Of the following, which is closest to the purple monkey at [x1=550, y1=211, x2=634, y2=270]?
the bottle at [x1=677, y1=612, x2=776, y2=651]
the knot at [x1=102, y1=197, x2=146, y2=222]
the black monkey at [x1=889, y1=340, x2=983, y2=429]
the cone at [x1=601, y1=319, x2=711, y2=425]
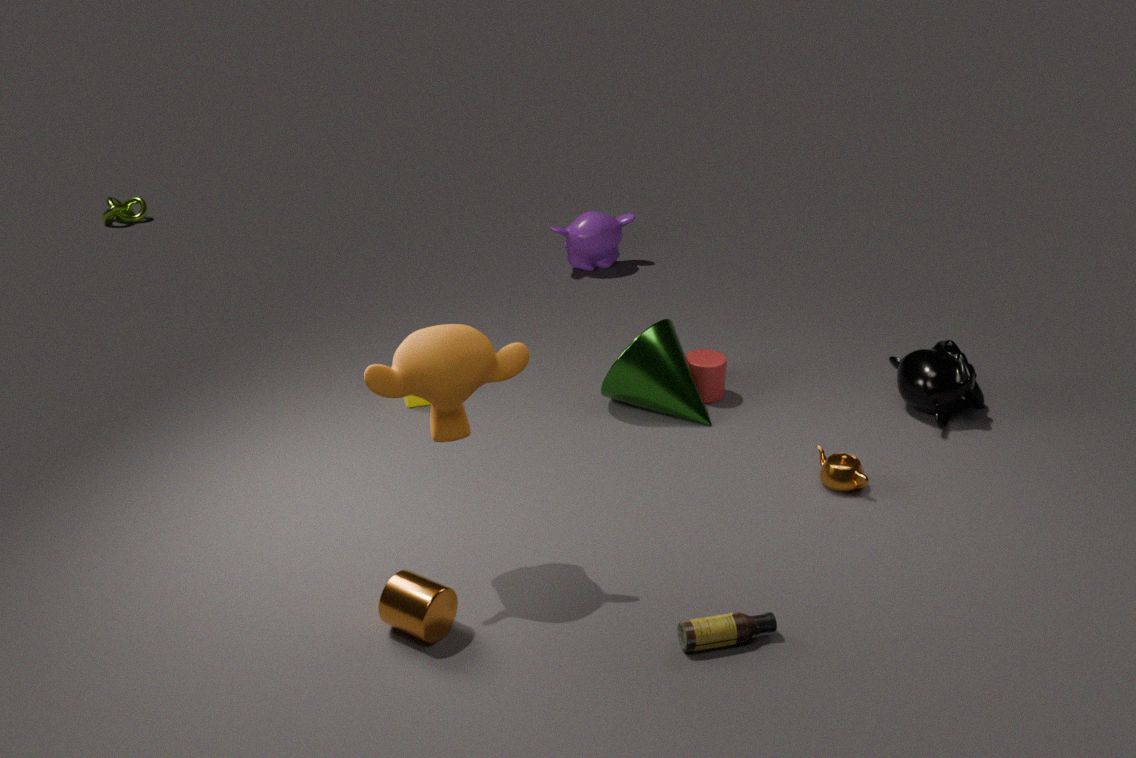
the cone at [x1=601, y1=319, x2=711, y2=425]
